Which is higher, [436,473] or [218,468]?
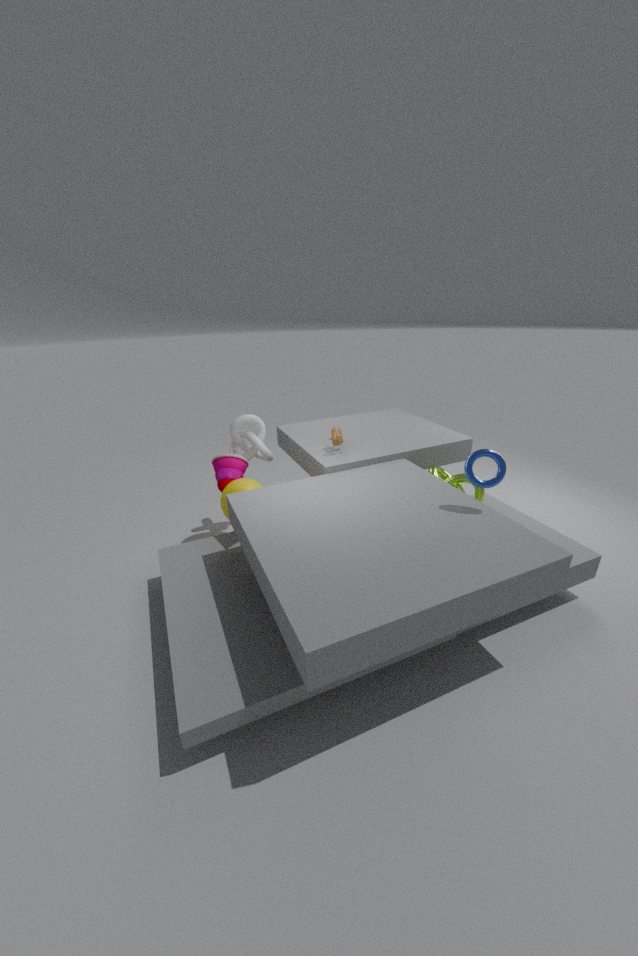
[218,468]
